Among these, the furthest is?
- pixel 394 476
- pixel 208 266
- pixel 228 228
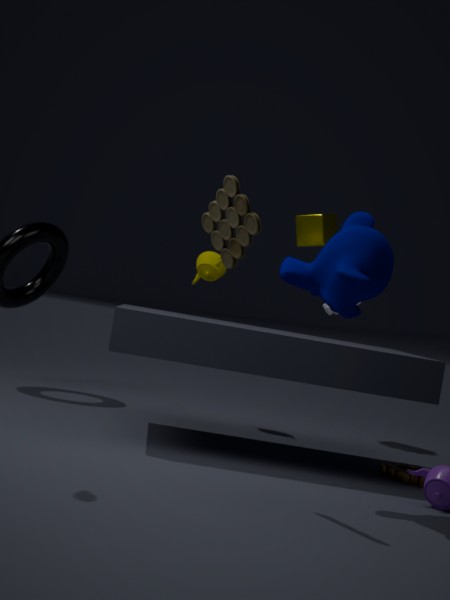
pixel 208 266
